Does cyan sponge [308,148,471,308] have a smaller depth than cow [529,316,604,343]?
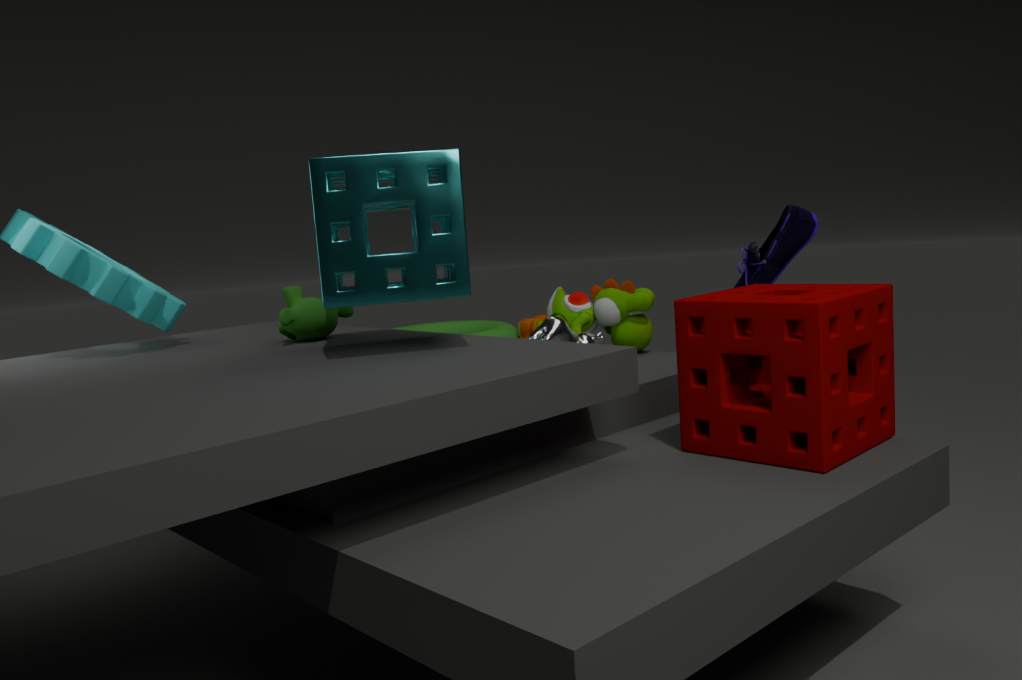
Yes
